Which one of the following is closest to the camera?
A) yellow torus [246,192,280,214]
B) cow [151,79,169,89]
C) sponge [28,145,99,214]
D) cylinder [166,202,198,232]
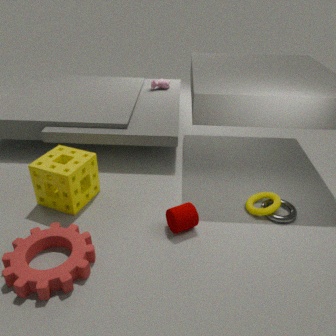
cylinder [166,202,198,232]
